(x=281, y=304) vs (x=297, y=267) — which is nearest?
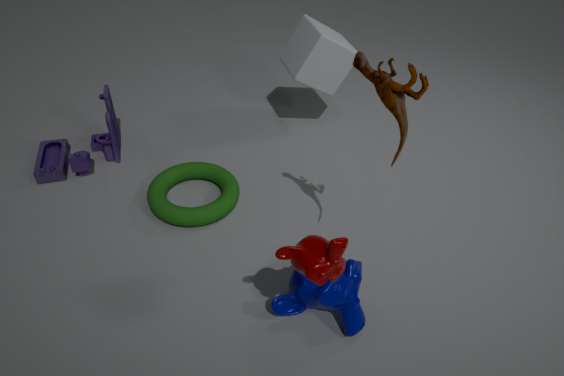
(x=297, y=267)
